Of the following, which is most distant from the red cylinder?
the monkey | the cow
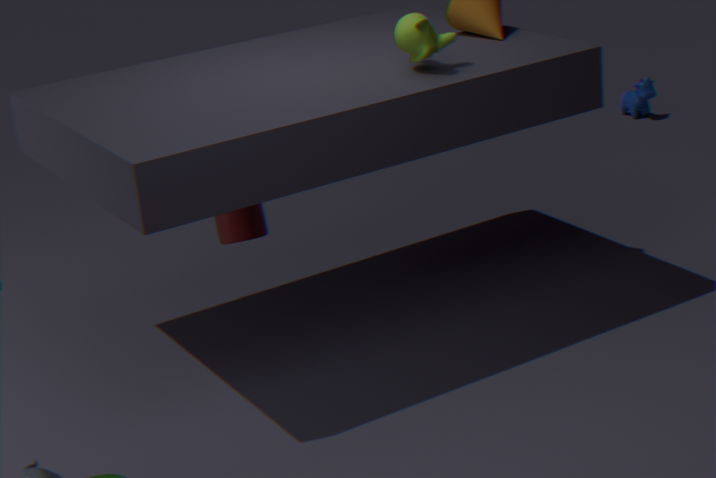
the cow
